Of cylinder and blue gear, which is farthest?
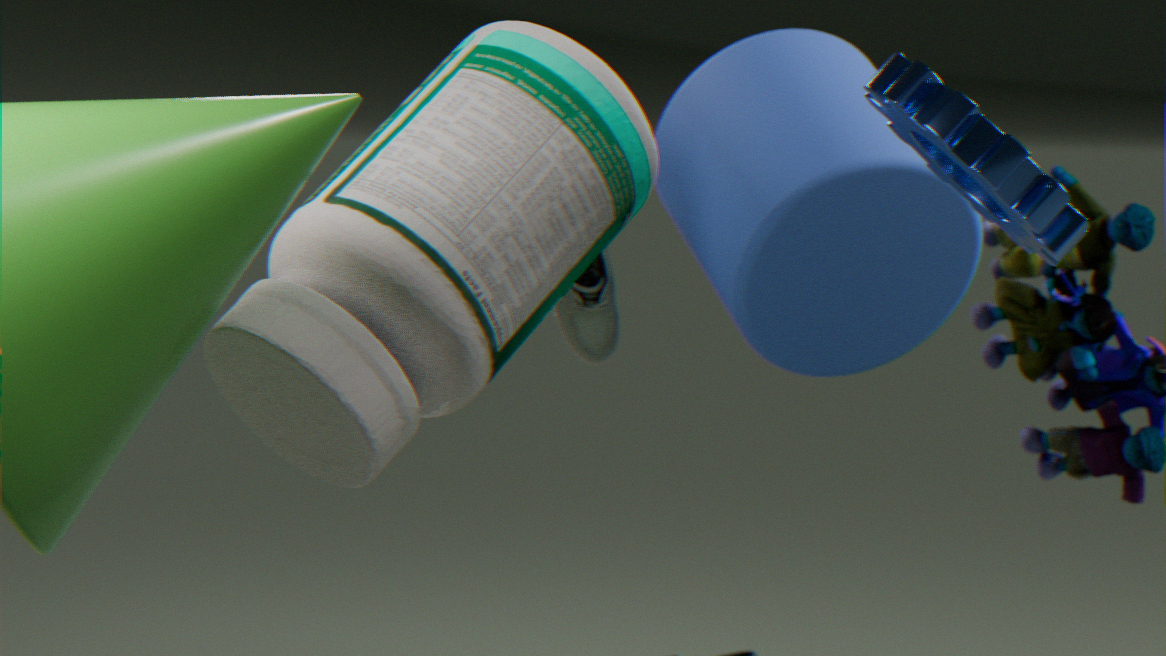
cylinder
